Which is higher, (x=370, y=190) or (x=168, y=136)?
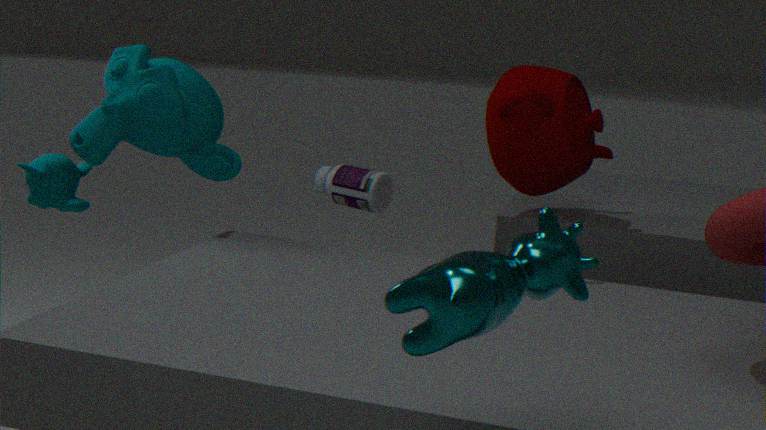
(x=168, y=136)
